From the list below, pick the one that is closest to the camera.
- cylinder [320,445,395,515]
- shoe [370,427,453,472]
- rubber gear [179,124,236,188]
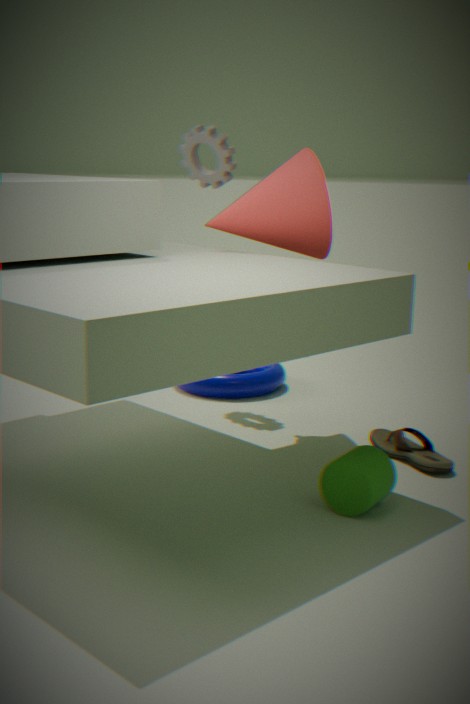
cylinder [320,445,395,515]
